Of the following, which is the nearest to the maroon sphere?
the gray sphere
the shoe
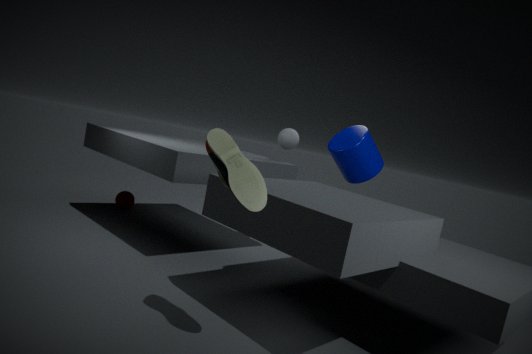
the gray sphere
